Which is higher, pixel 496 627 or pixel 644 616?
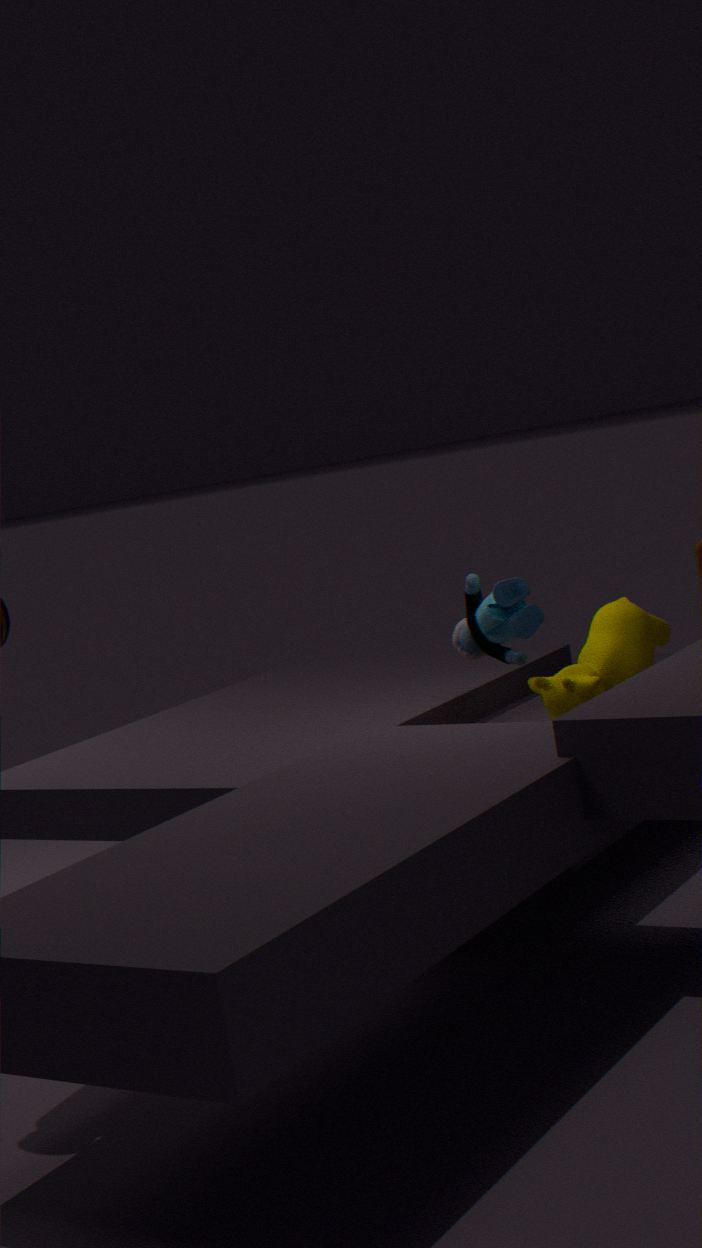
pixel 496 627
